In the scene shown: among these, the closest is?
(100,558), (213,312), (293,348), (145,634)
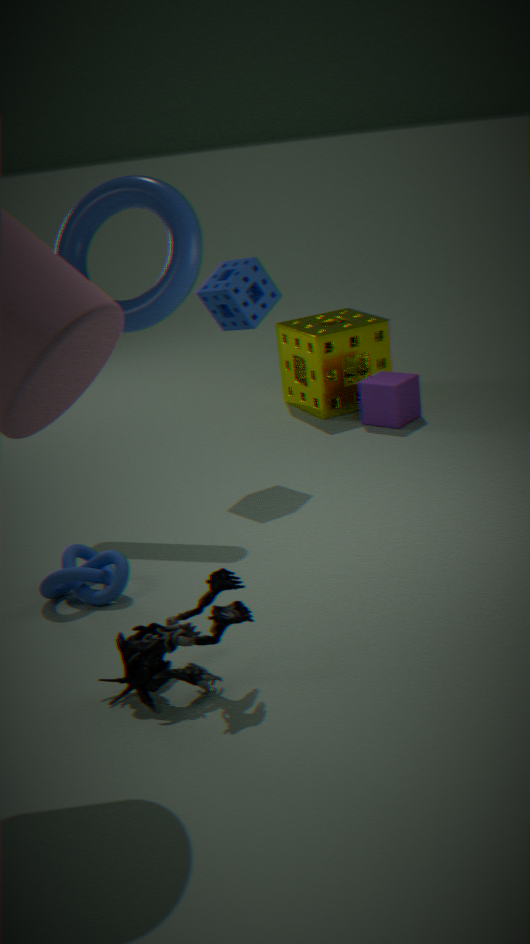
(145,634)
